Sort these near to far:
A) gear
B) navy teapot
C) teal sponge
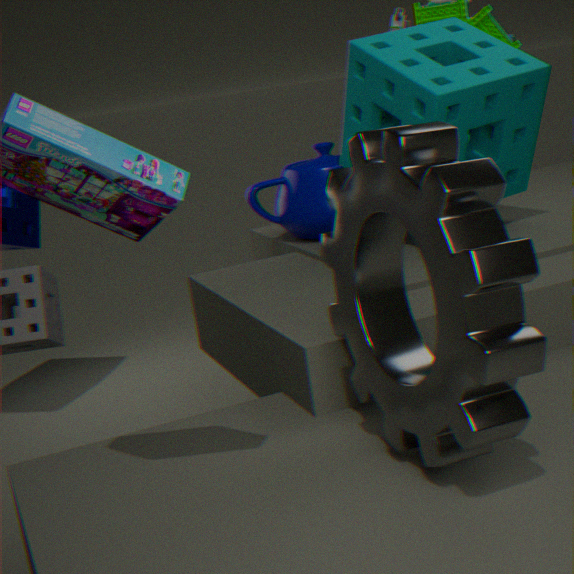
gear, teal sponge, navy teapot
